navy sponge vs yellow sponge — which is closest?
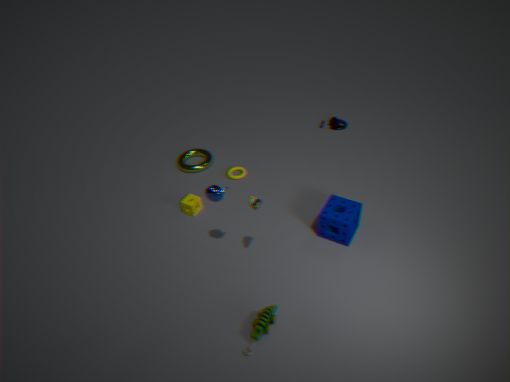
navy sponge
